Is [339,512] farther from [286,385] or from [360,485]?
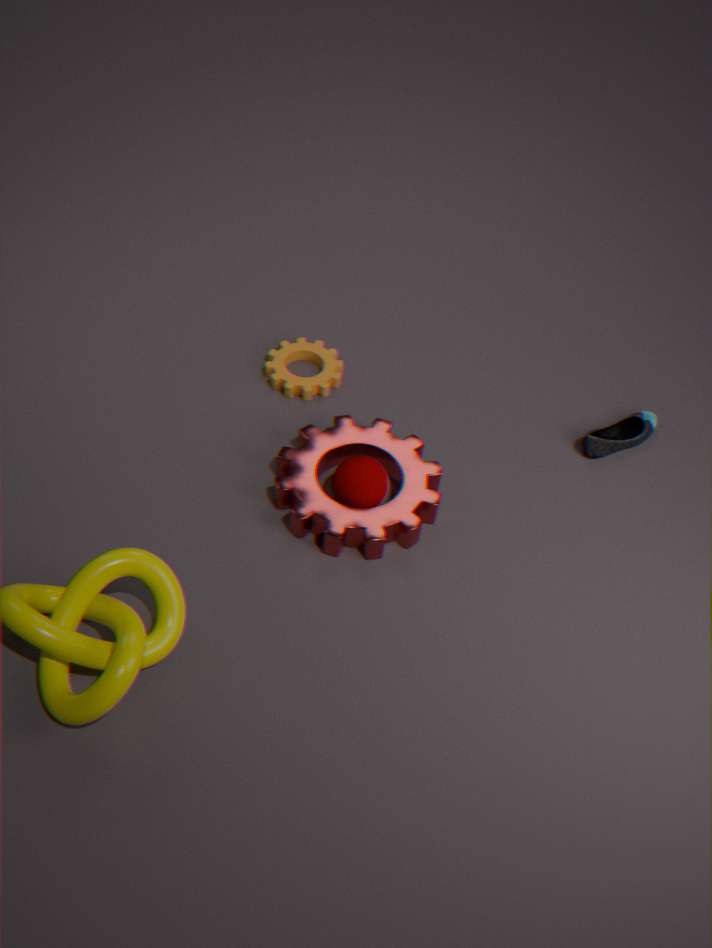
[286,385]
